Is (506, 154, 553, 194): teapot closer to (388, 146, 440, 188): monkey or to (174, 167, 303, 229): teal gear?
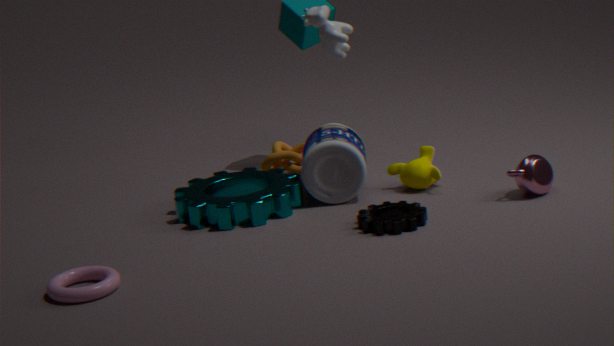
(388, 146, 440, 188): monkey
